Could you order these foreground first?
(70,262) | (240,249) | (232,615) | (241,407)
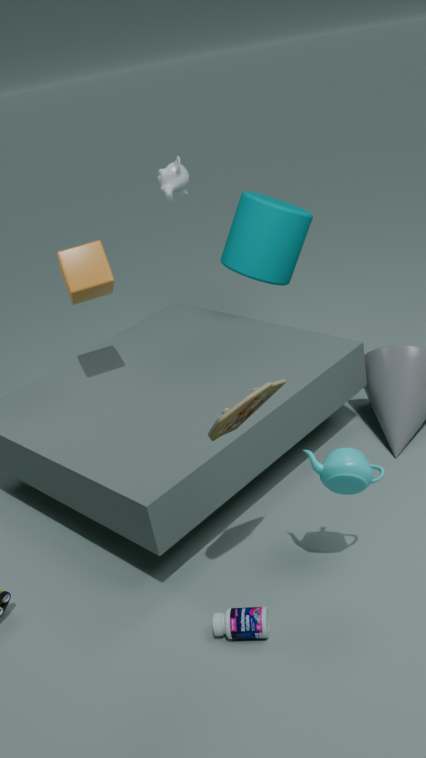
(241,407) → (232,615) → (70,262) → (240,249)
